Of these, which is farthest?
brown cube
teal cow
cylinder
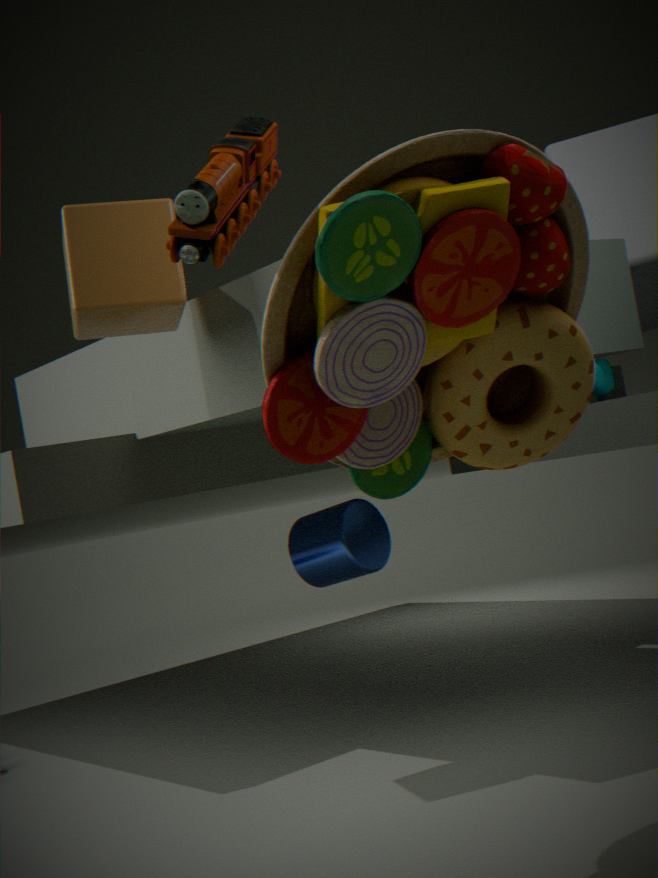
teal cow
